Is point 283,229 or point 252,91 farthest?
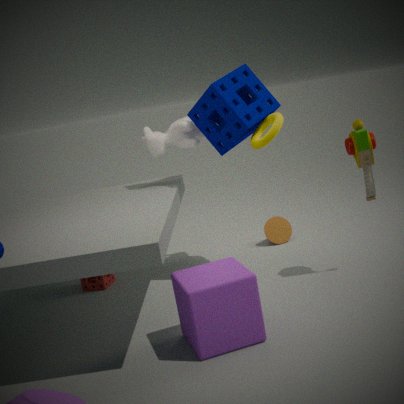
point 283,229
